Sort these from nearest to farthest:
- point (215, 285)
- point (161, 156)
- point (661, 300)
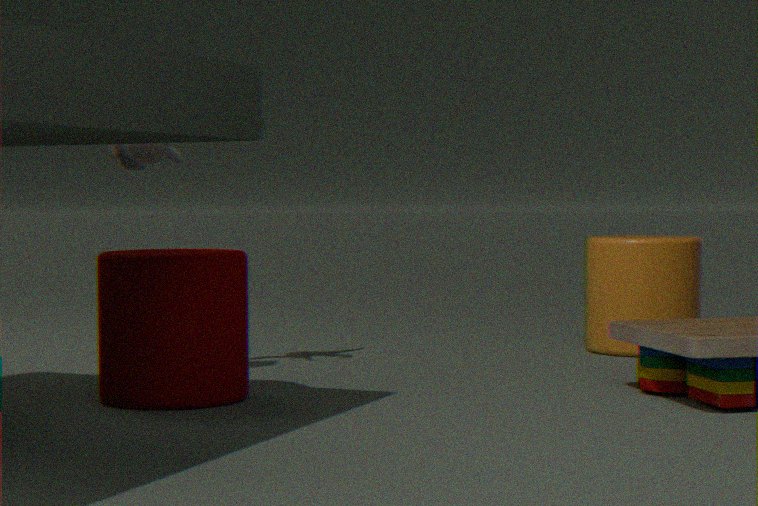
point (215, 285) < point (161, 156) < point (661, 300)
